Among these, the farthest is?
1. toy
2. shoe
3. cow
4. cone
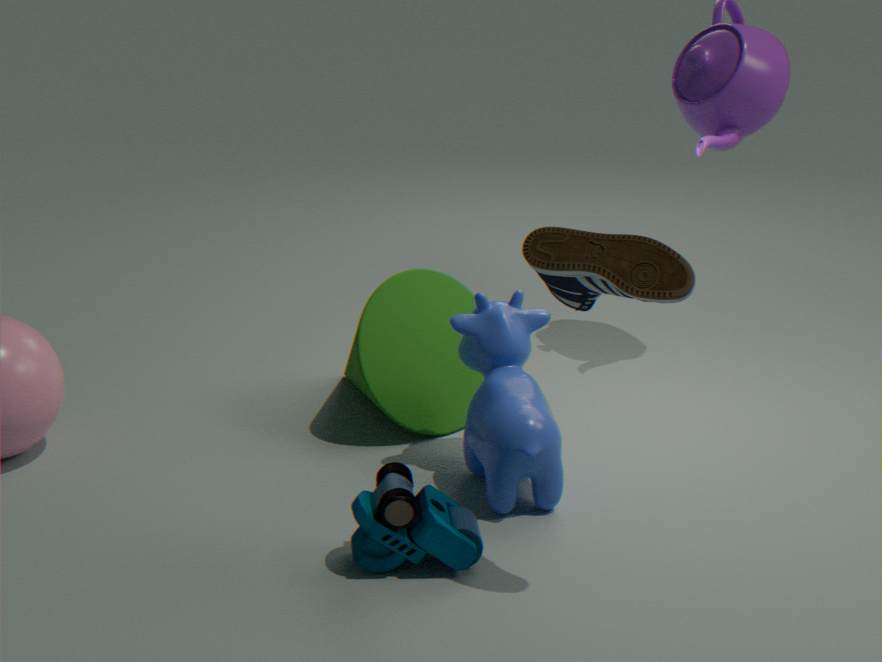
cone
